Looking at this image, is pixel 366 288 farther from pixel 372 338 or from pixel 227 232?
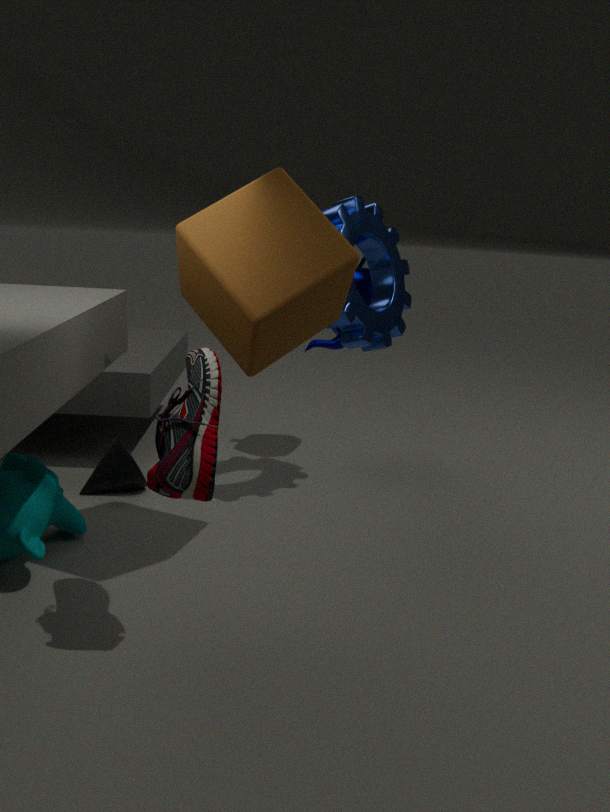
pixel 227 232
